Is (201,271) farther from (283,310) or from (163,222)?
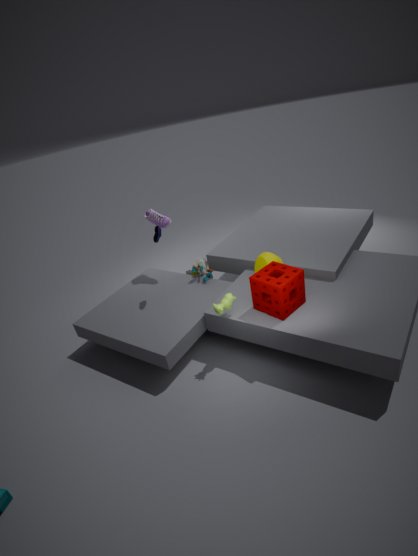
(283,310)
